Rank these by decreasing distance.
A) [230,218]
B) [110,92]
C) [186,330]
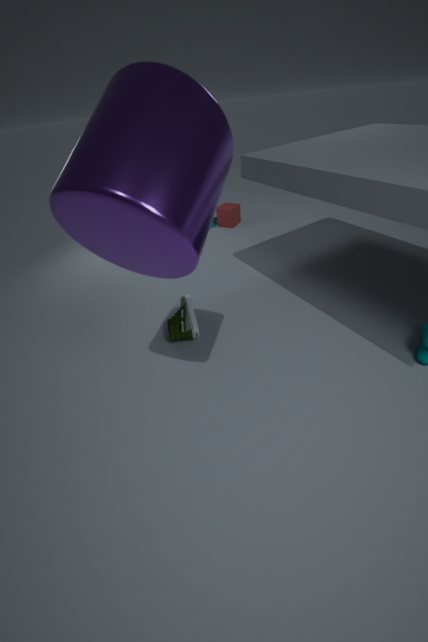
[230,218], [186,330], [110,92]
